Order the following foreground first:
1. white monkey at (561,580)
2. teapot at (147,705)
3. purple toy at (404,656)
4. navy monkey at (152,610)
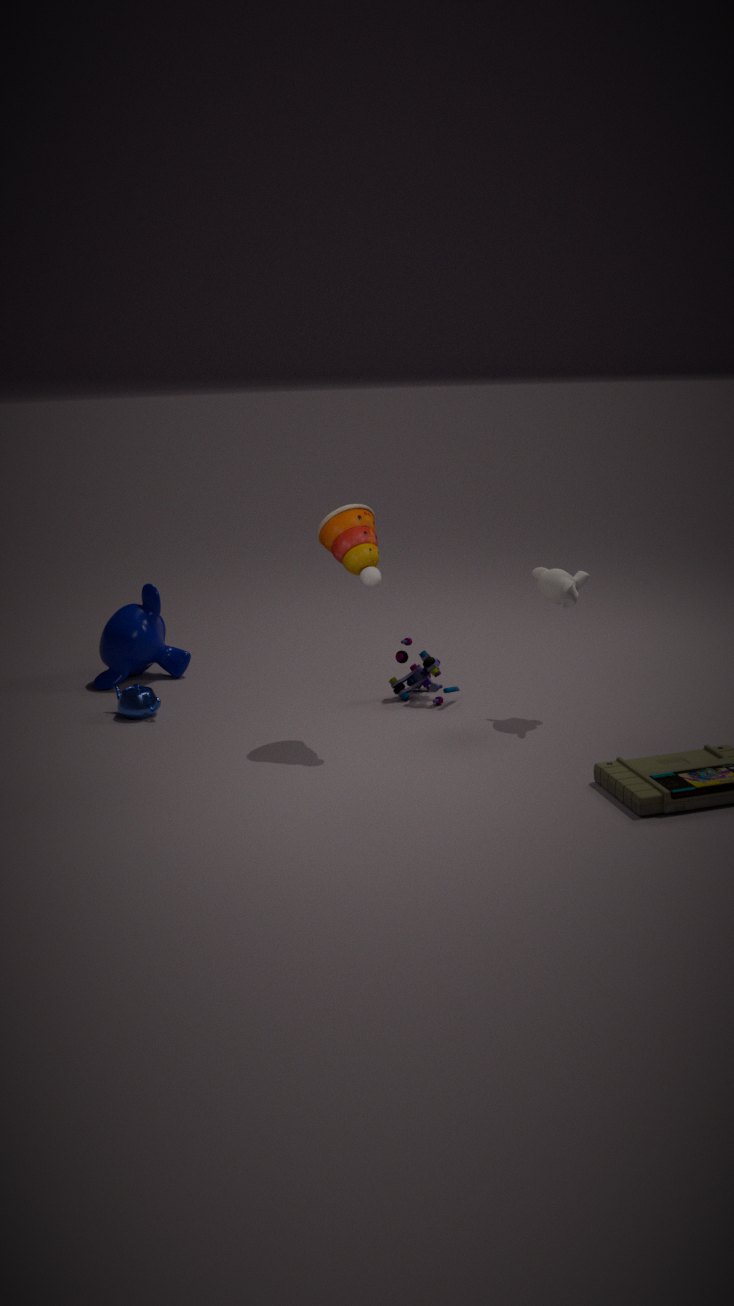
white monkey at (561,580) < teapot at (147,705) < purple toy at (404,656) < navy monkey at (152,610)
